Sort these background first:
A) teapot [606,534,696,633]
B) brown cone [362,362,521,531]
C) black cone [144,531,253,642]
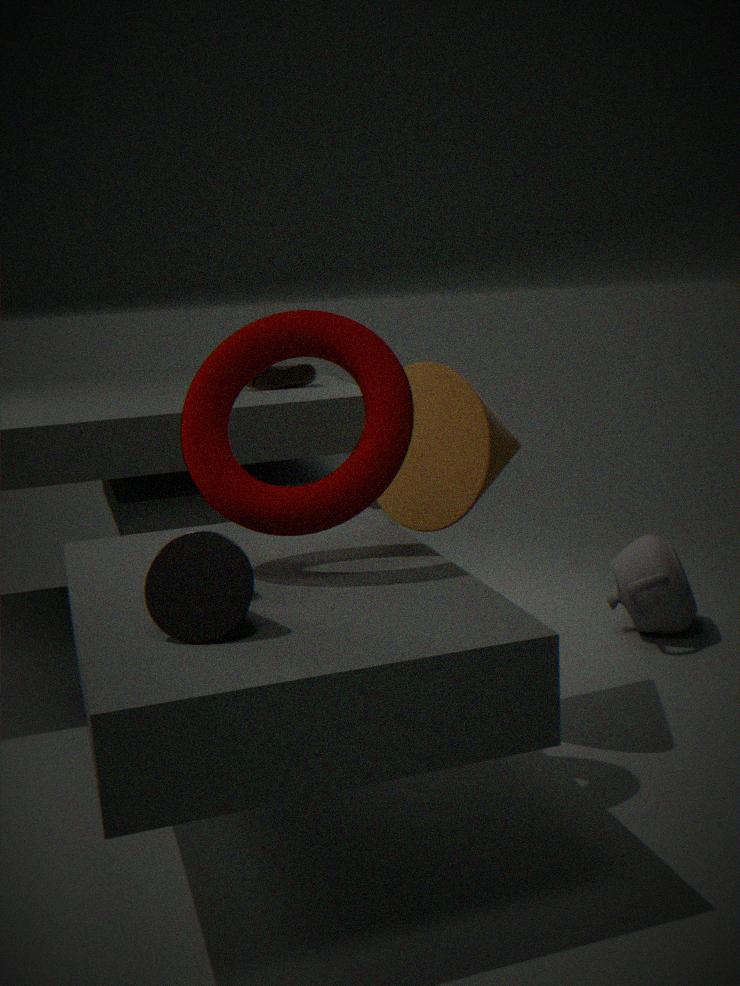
teapot [606,534,696,633]
brown cone [362,362,521,531]
black cone [144,531,253,642]
